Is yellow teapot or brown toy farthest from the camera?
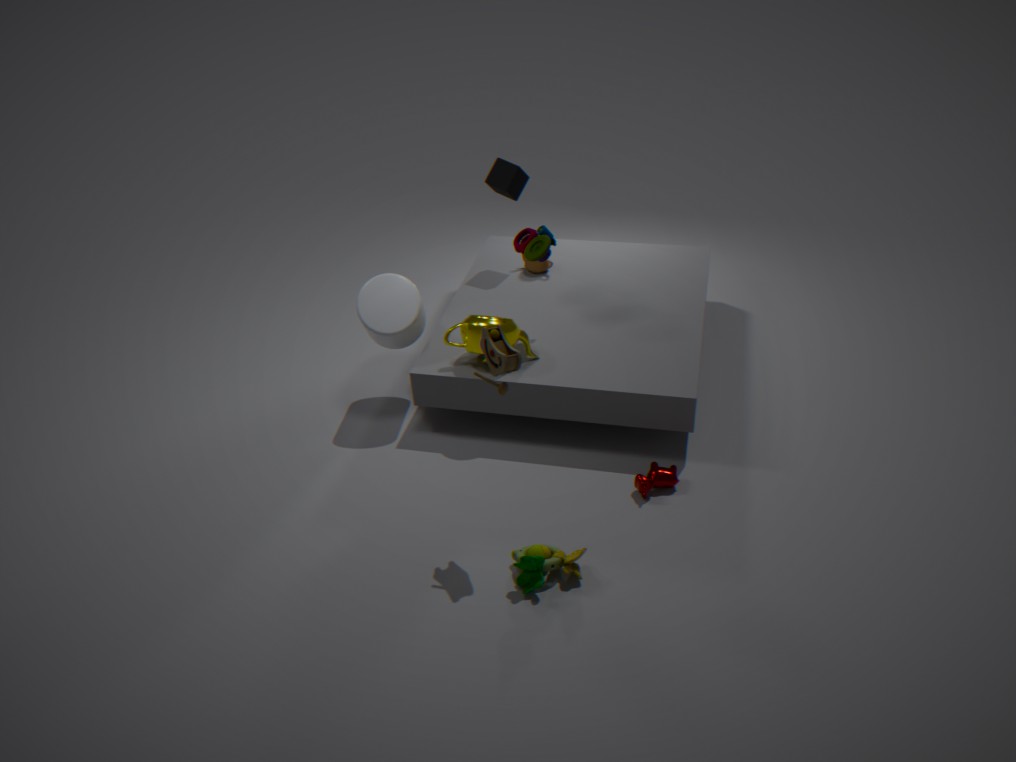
yellow teapot
